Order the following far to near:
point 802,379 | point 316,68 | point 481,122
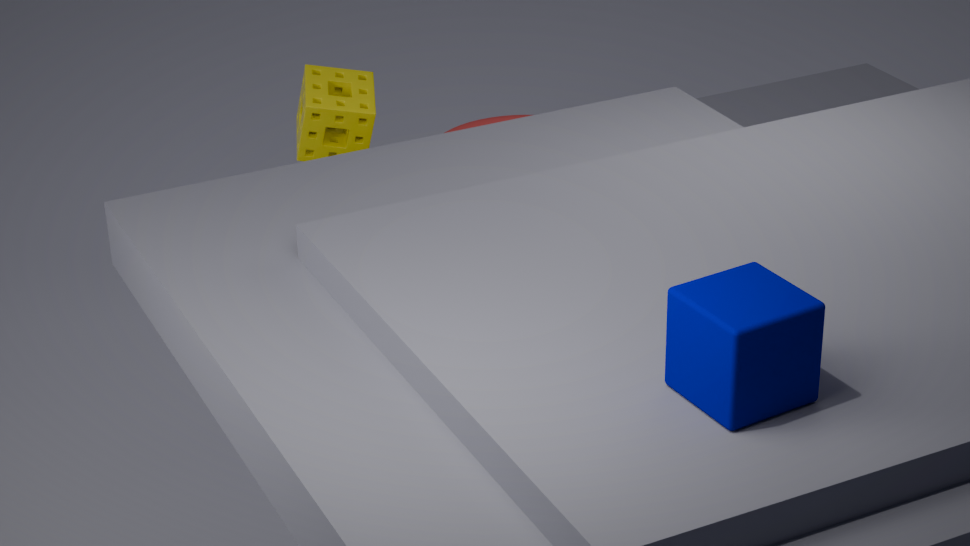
point 481,122 → point 316,68 → point 802,379
